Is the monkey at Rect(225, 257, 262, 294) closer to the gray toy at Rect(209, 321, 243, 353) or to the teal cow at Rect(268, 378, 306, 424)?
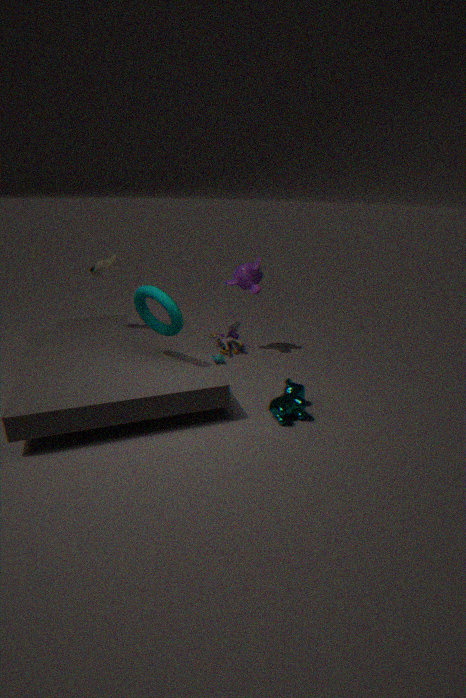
the gray toy at Rect(209, 321, 243, 353)
